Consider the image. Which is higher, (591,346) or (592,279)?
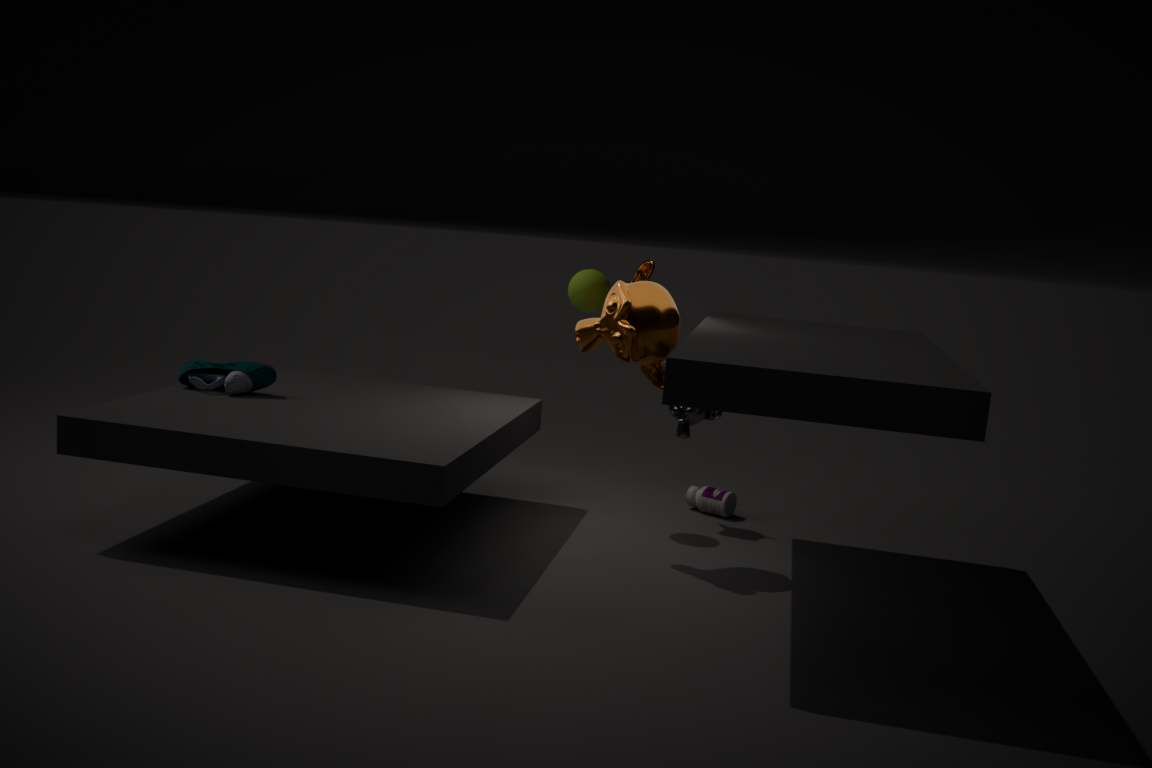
(592,279)
